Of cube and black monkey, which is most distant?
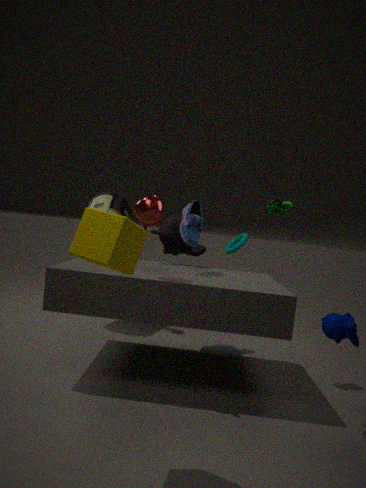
black monkey
